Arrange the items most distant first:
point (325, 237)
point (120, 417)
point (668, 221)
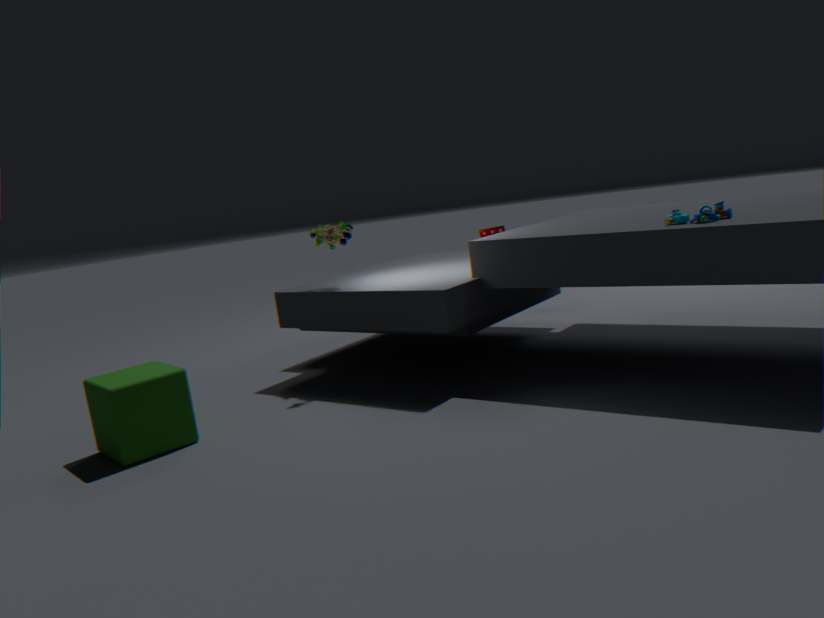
1. point (325, 237)
2. point (668, 221)
3. point (120, 417)
